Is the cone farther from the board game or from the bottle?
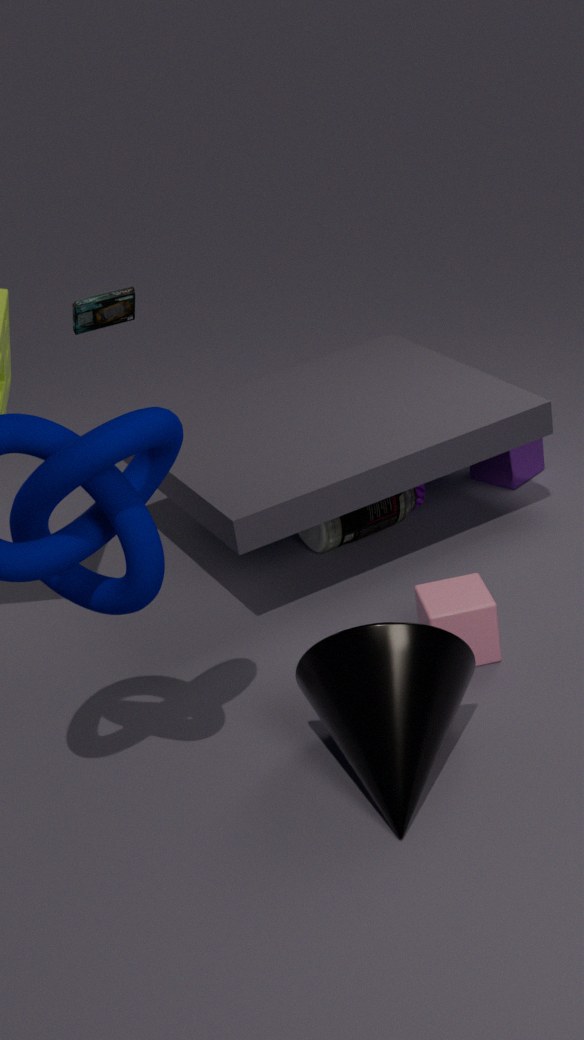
the board game
